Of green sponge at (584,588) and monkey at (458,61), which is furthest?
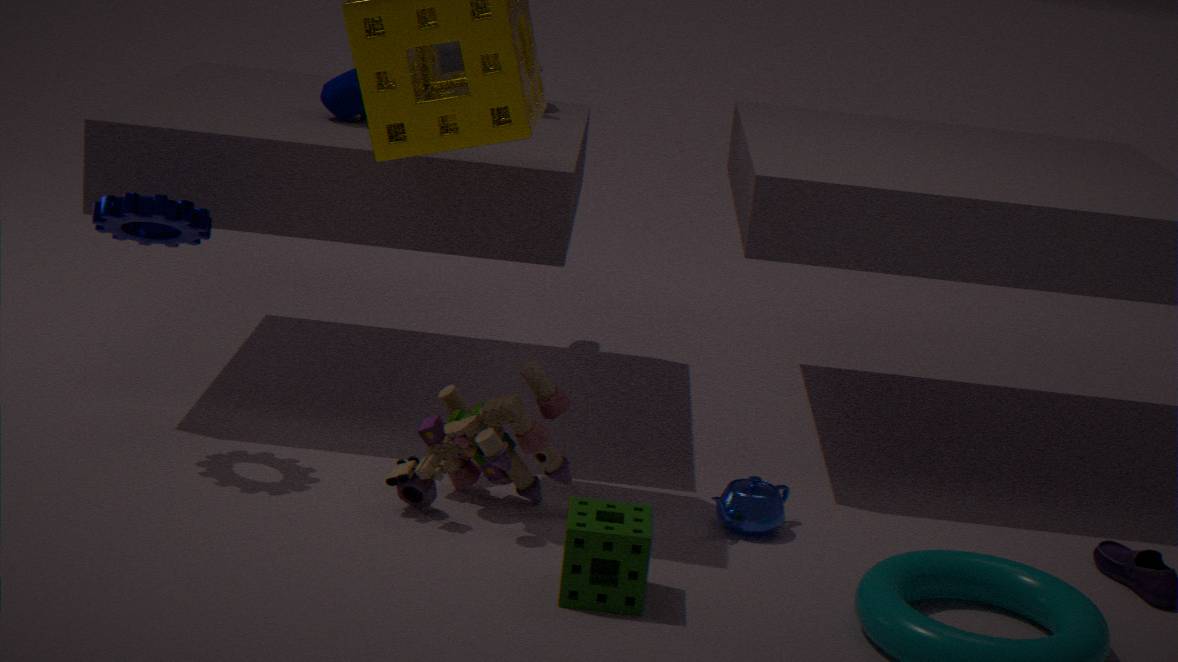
monkey at (458,61)
